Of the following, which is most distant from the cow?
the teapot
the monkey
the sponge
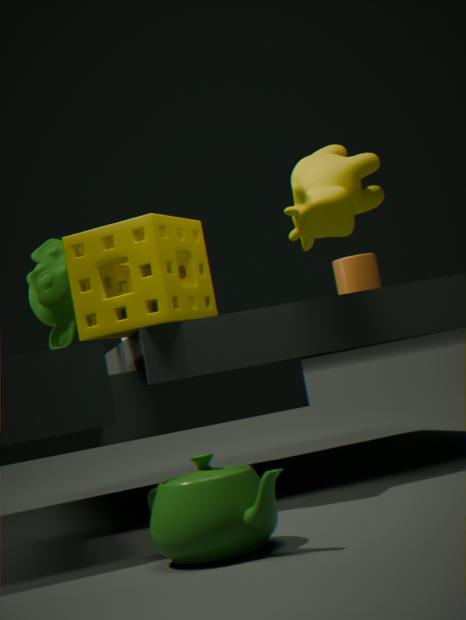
the teapot
